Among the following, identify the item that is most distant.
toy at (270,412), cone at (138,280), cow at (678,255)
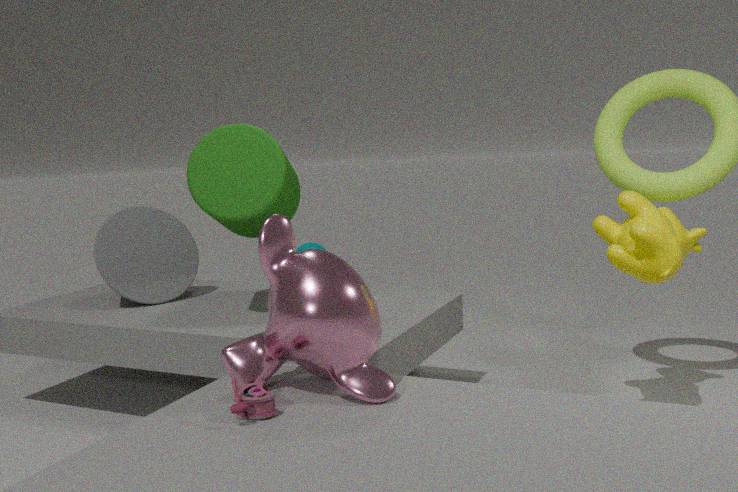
cone at (138,280)
